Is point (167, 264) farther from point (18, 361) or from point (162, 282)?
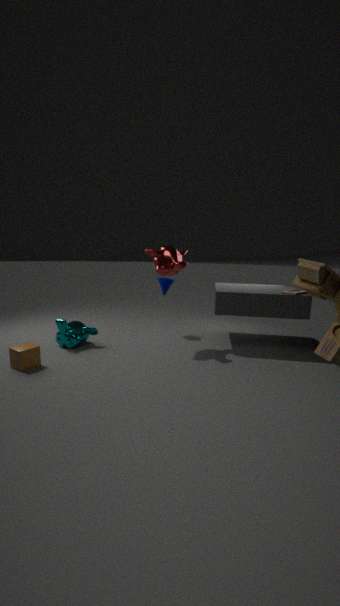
point (18, 361)
